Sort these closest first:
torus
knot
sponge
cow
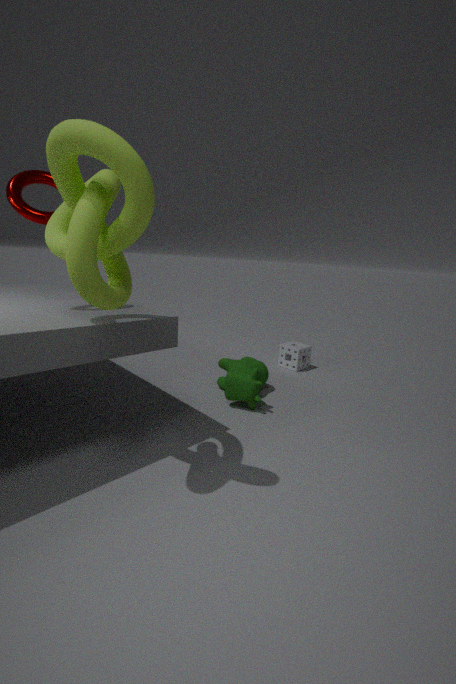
1. knot
2. torus
3. cow
4. sponge
